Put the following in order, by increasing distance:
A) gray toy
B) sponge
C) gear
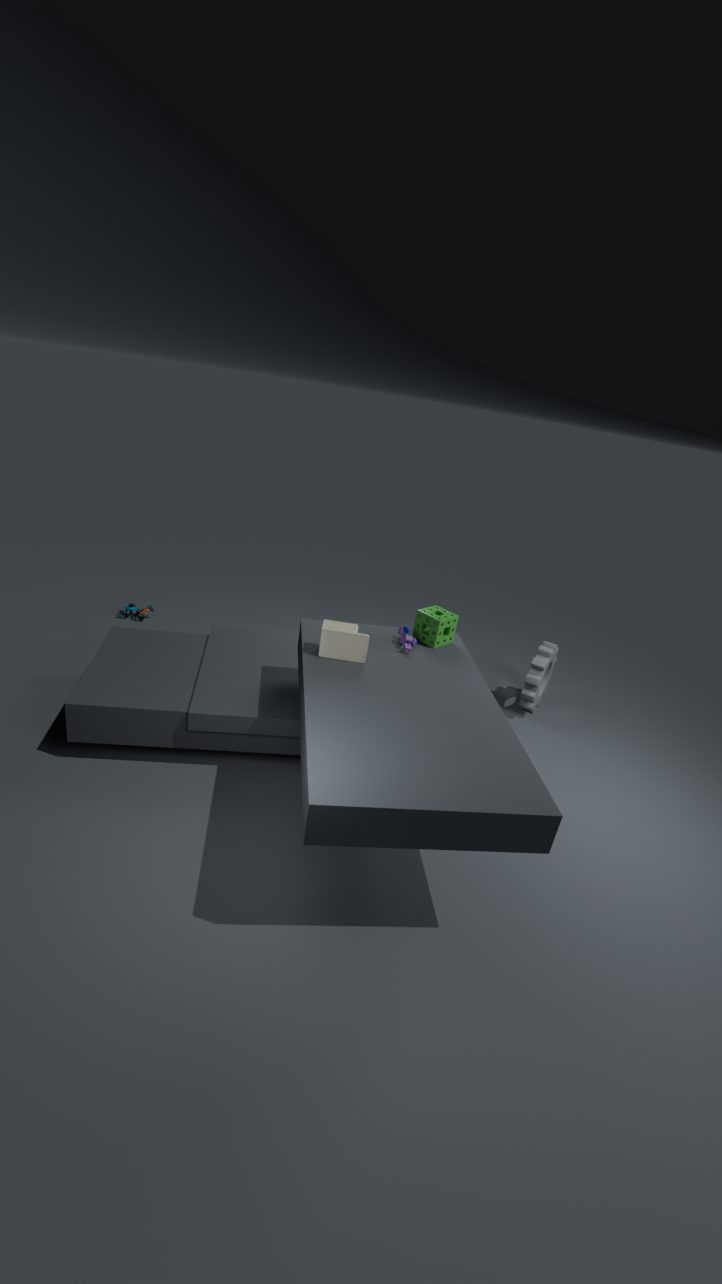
gray toy → sponge → gear
